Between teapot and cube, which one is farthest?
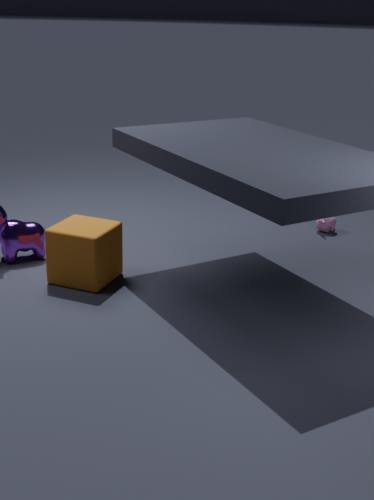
teapot
